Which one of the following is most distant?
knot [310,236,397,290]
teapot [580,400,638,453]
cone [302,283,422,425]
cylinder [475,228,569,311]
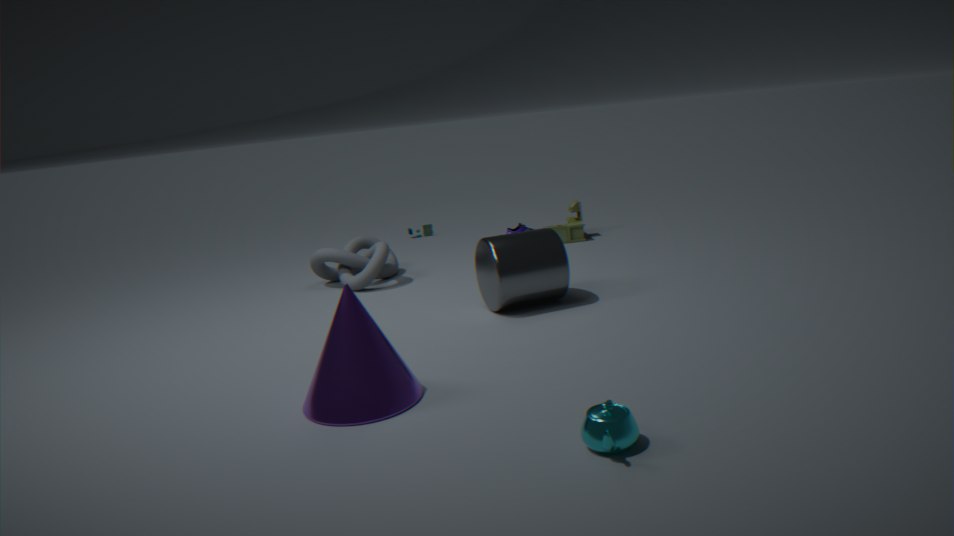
knot [310,236,397,290]
